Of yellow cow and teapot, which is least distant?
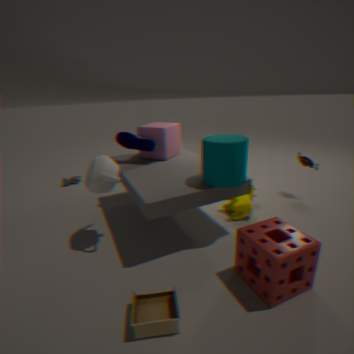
teapot
